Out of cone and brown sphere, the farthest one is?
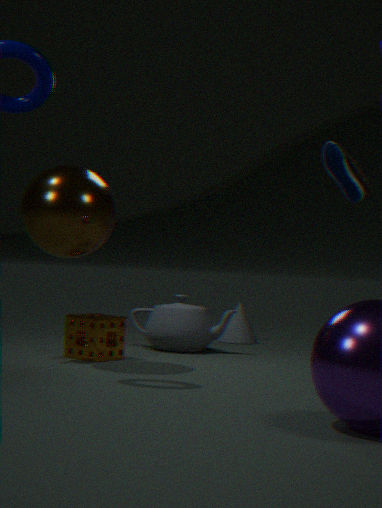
cone
